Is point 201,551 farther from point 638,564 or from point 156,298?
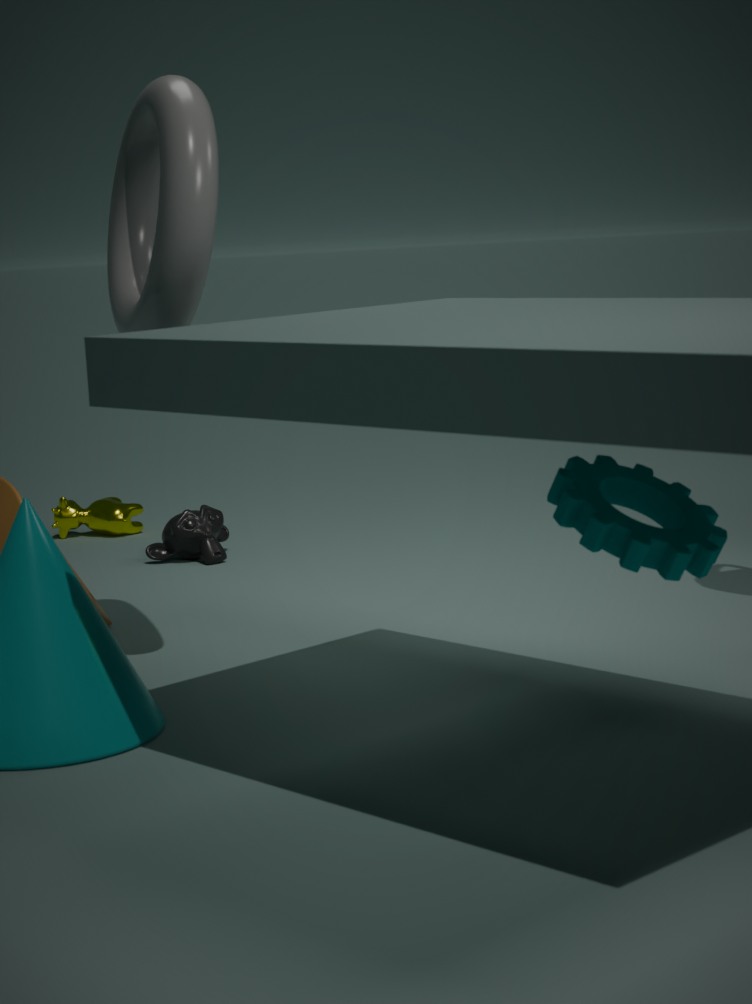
point 638,564
